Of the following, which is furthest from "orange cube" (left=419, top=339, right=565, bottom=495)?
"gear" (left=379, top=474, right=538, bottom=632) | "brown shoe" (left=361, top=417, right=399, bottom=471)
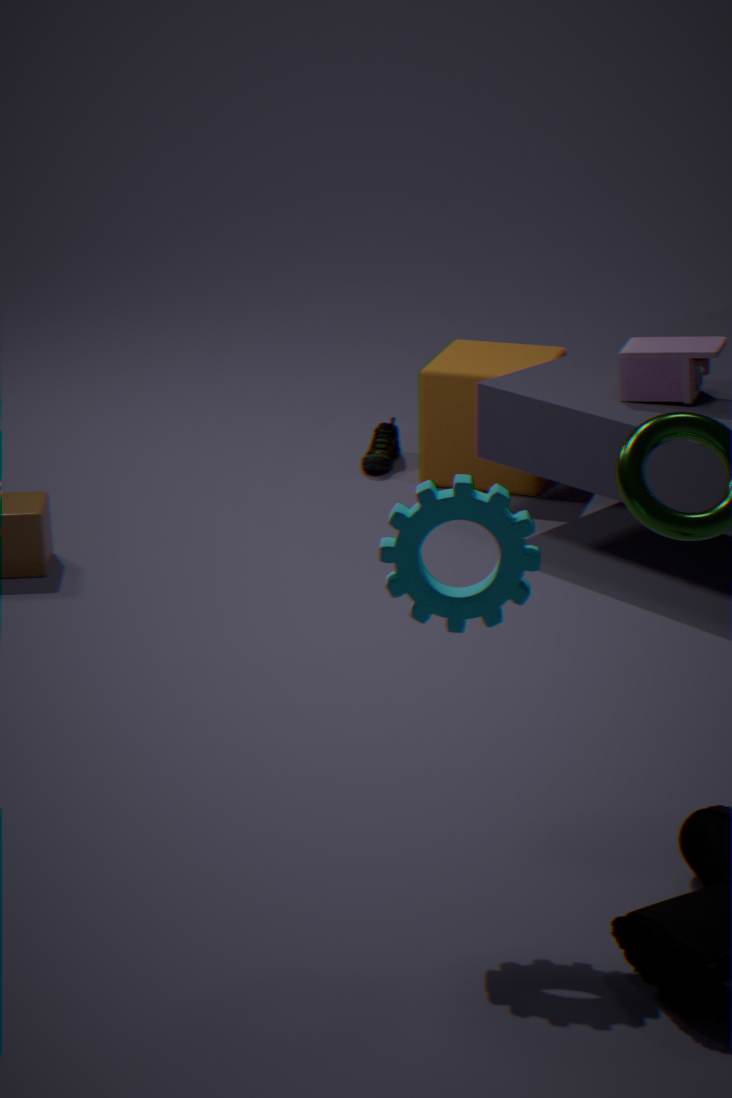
"gear" (left=379, top=474, right=538, bottom=632)
